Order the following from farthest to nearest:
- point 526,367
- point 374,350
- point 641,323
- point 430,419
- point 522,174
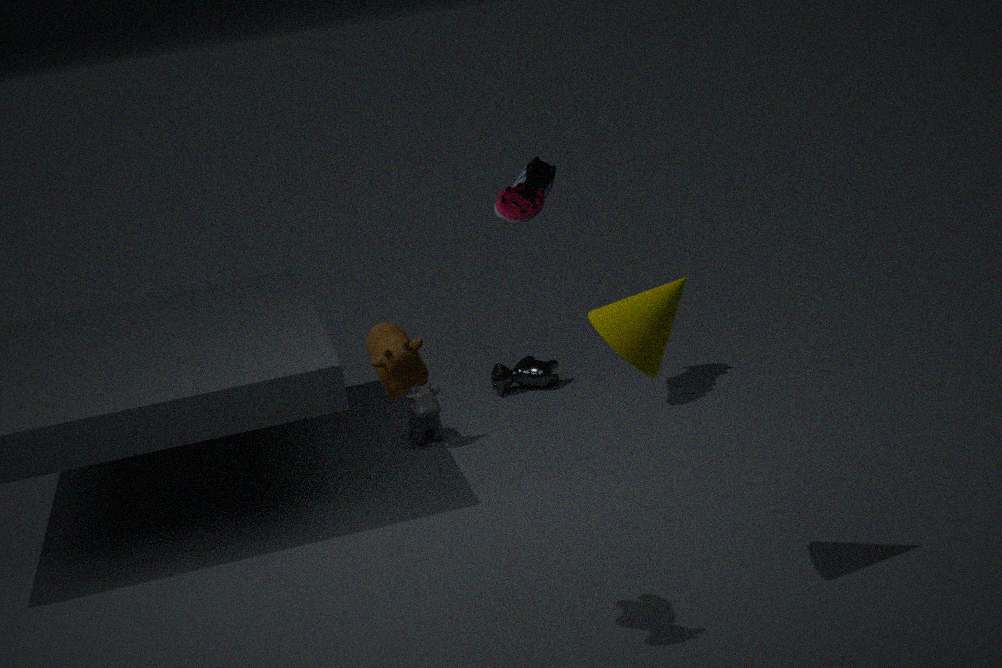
point 526,367 → point 522,174 → point 430,419 → point 641,323 → point 374,350
